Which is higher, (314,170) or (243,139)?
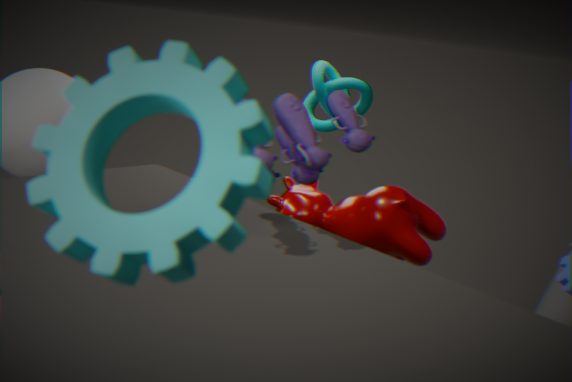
(243,139)
